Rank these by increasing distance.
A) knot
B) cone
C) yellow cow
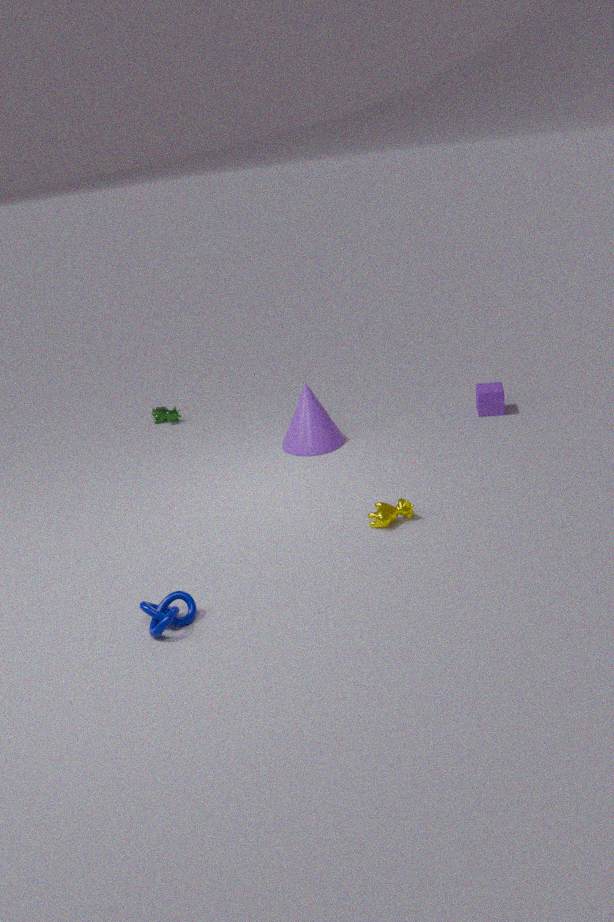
knot
yellow cow
cone
